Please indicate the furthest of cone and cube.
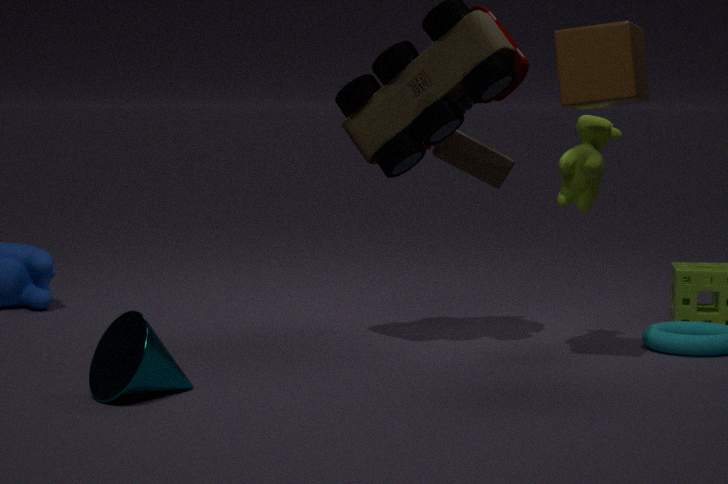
cube
